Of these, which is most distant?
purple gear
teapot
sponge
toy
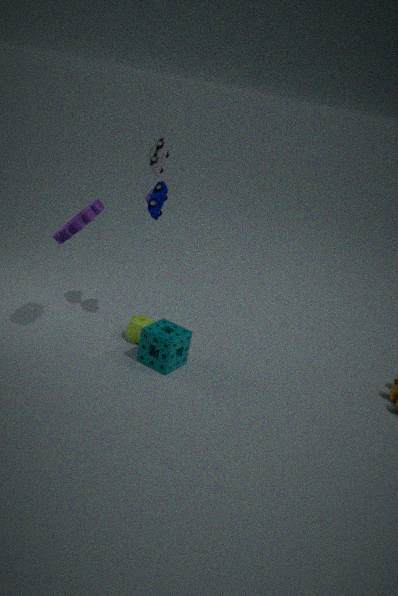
teapot
